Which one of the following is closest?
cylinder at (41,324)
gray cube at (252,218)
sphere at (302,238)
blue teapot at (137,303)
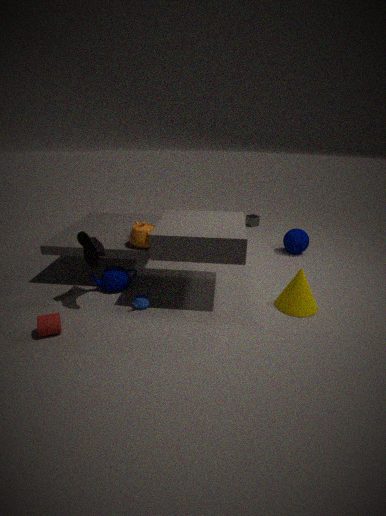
cylinder at (41,324)
